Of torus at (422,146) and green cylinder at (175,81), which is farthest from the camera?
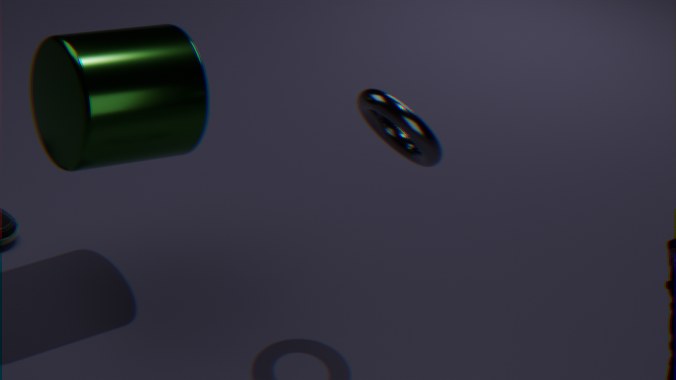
green cylinder at (175,81)
